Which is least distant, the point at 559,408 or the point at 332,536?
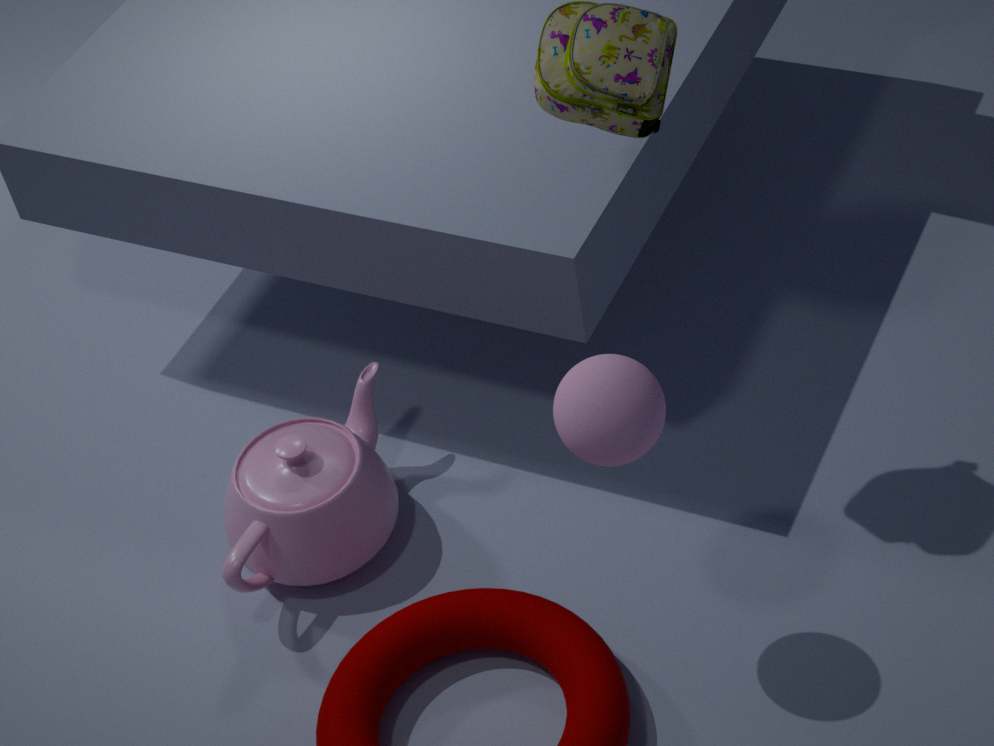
the point at 559,408
